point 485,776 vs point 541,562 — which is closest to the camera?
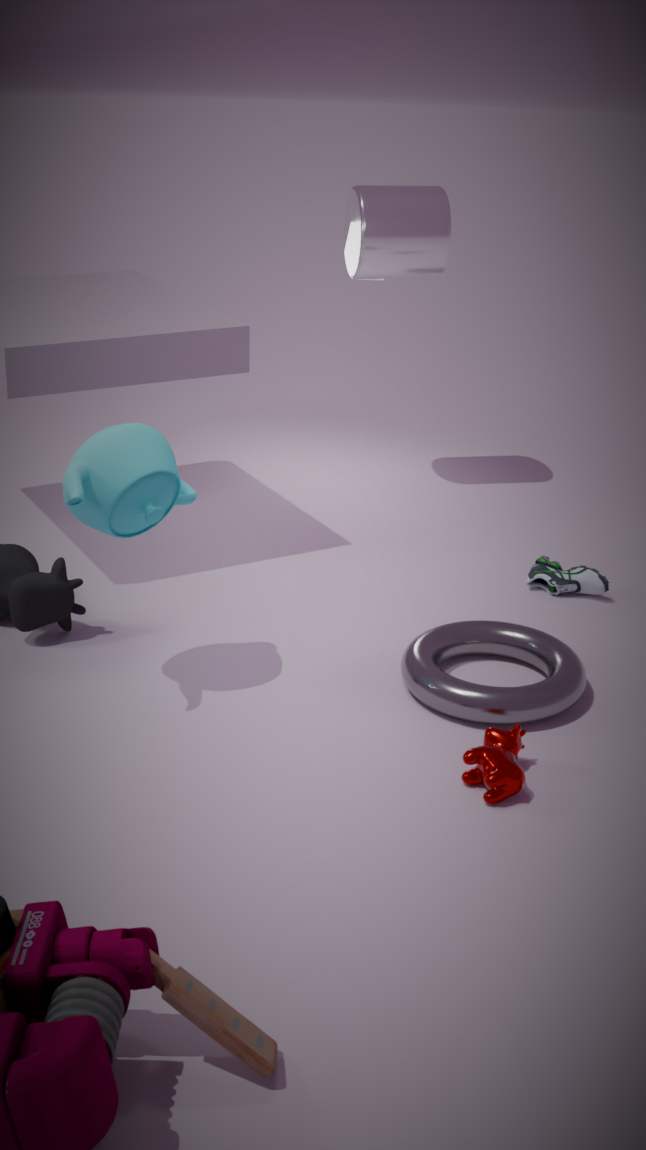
point 485,776
